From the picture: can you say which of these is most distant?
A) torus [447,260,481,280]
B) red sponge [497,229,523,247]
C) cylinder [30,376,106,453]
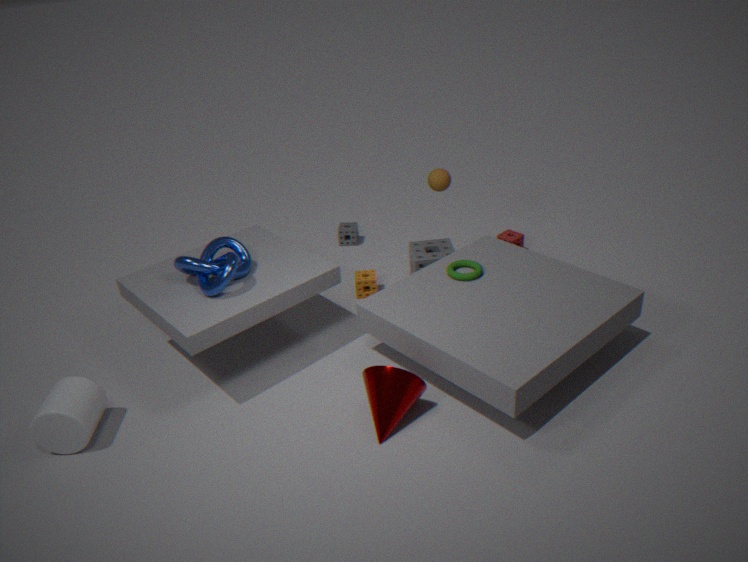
red sponge [497,229,523,247]
